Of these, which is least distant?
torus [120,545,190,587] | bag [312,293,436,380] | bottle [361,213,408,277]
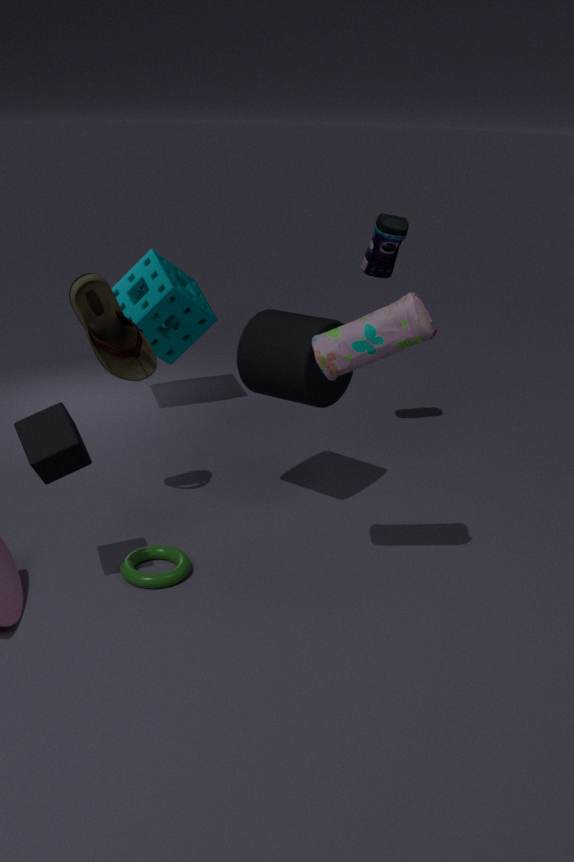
bag [312,293,436,380]
